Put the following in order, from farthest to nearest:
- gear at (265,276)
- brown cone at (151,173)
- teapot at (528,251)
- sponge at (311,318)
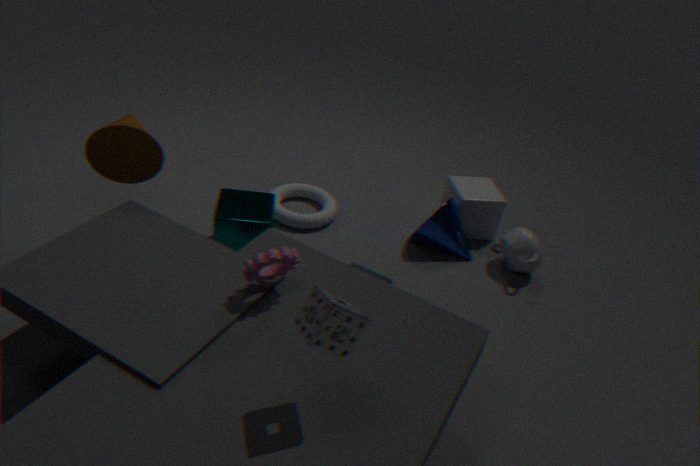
teapot at (528,251)
brown cone at (151,173)
gear at (265,276)
sponge at (311,318)
